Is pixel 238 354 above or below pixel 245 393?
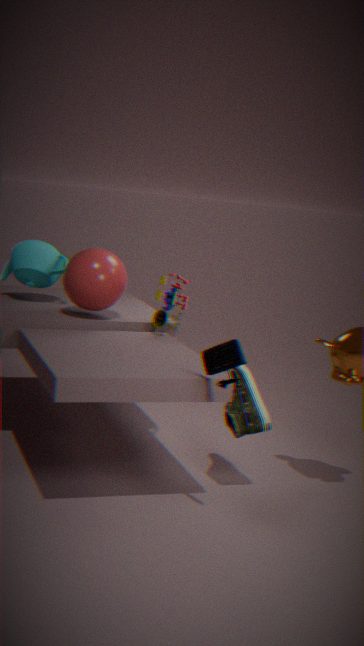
above
